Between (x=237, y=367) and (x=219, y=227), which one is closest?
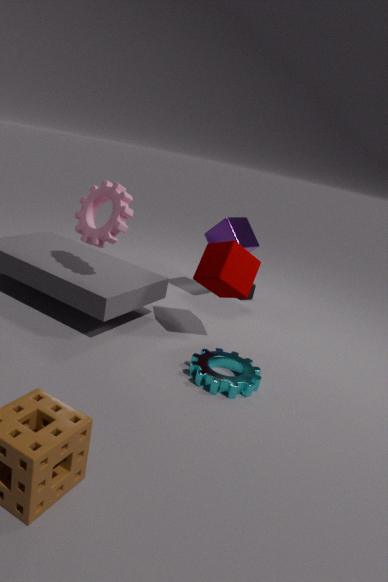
(x=237, y=367)
